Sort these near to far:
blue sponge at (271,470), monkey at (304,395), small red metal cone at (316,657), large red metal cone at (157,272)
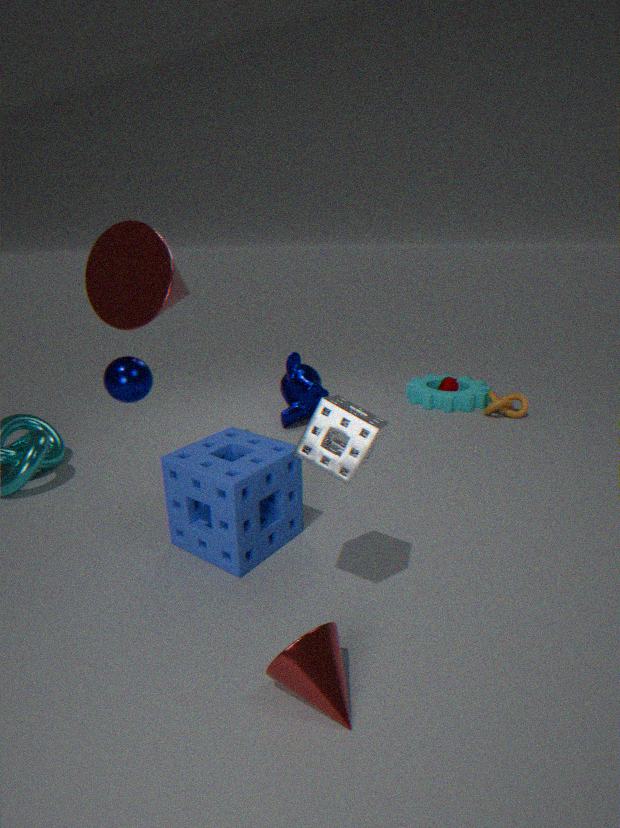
1. small red metal cone at (316,657)
2. blue sponge at (271,470)
3. large red metal cone at (157,272)
4. monkey at (304,395)
